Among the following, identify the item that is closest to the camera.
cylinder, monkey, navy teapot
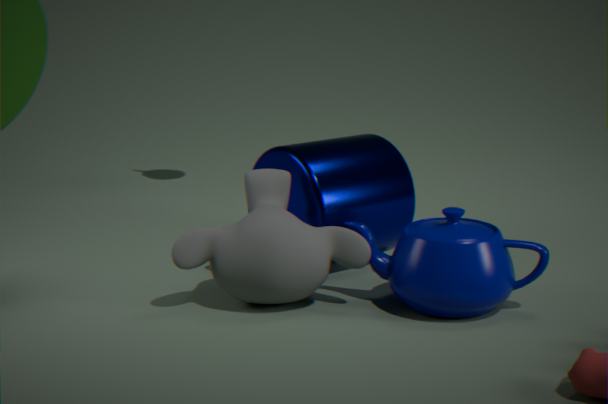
navy teapot
